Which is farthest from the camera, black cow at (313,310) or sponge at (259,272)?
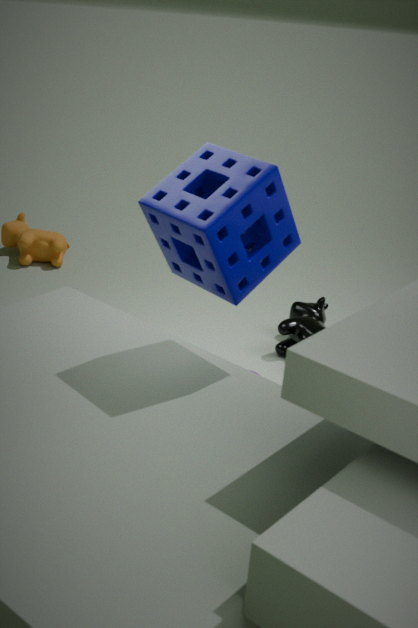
black cow at (313,310)
